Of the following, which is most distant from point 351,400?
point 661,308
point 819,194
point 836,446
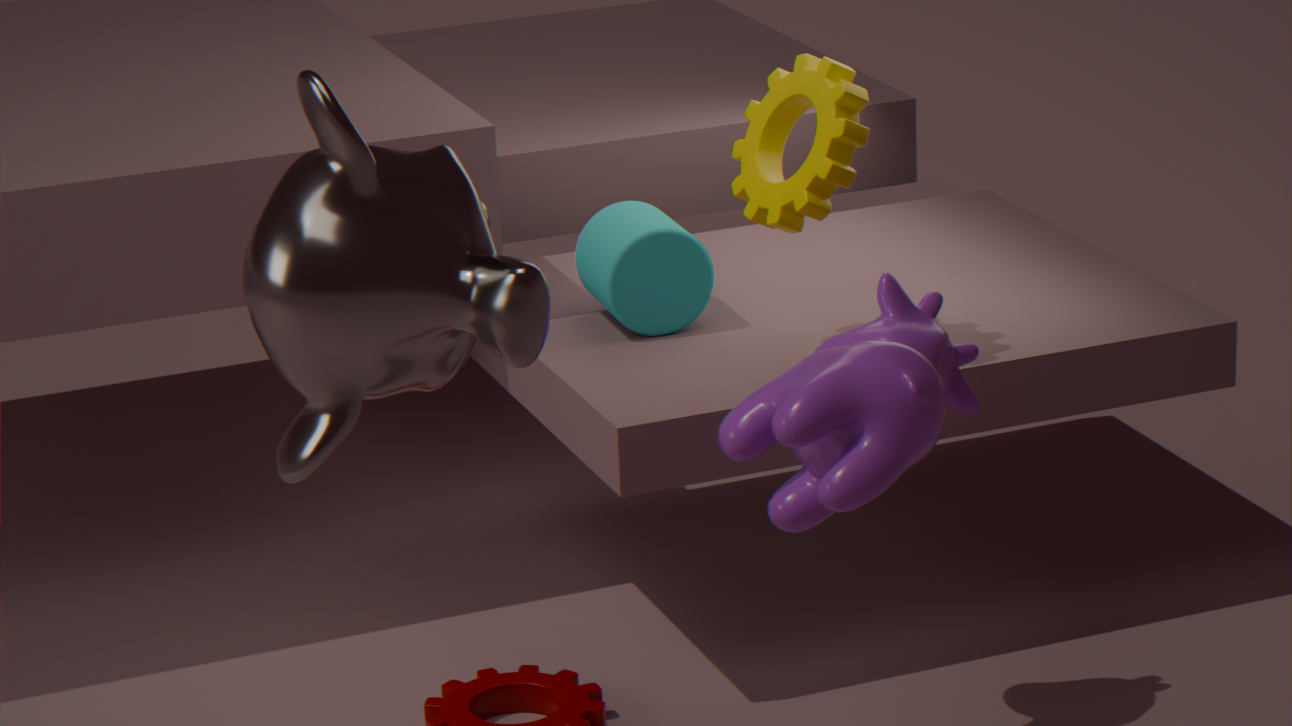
point 661,308
